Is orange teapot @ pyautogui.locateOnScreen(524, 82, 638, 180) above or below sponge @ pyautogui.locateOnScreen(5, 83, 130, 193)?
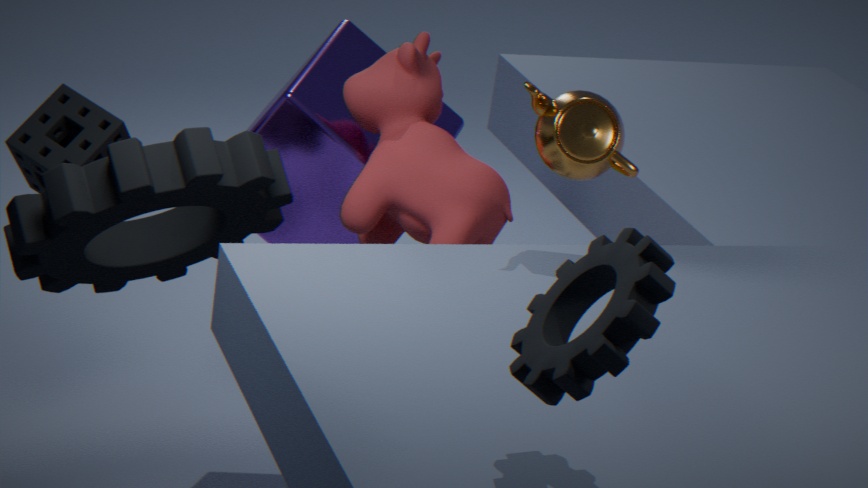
above
